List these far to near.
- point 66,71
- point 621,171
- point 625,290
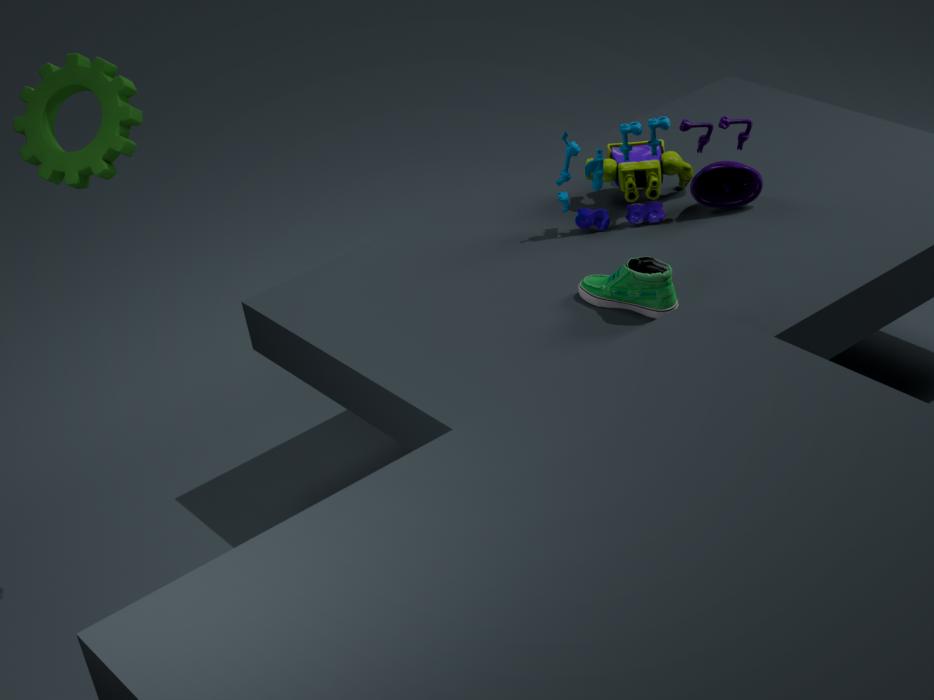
point 621,171 → point 625,290 → point 66,71
